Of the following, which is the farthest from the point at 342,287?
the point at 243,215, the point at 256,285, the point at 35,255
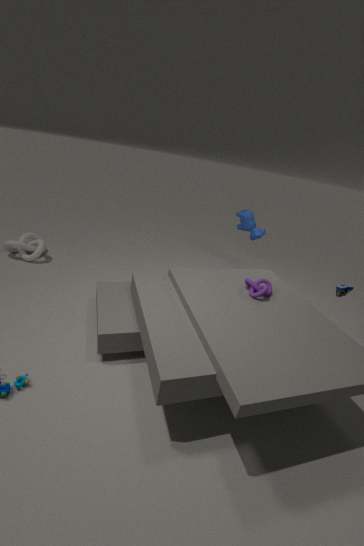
the point at 35,255
